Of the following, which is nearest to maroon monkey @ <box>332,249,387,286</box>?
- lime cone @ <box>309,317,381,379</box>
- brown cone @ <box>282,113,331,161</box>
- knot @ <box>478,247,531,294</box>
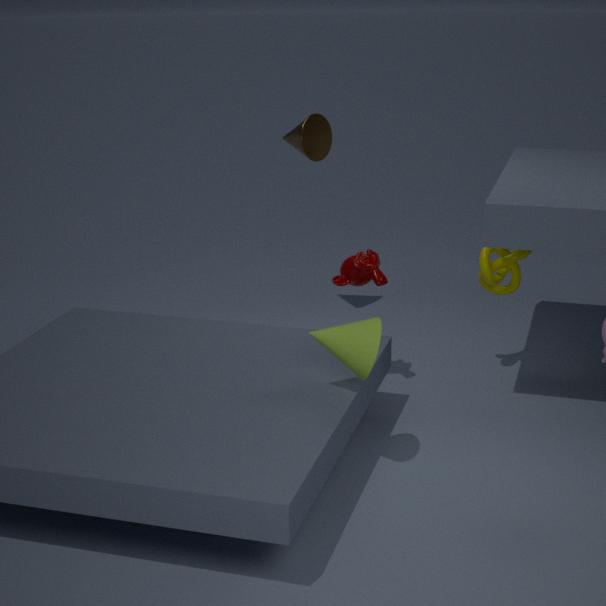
knot @ <box>478,247,531,294</box>
